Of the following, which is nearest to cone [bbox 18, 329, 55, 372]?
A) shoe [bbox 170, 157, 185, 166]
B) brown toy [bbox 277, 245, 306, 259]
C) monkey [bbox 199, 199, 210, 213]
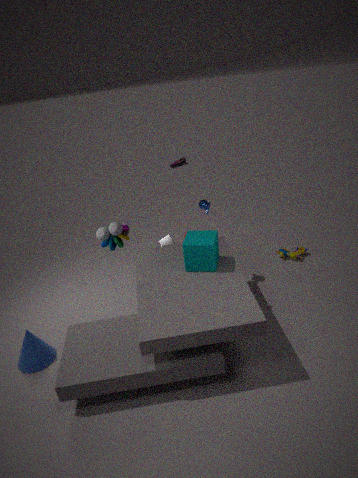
monkey [bbox 199, 199, 210, 213]
